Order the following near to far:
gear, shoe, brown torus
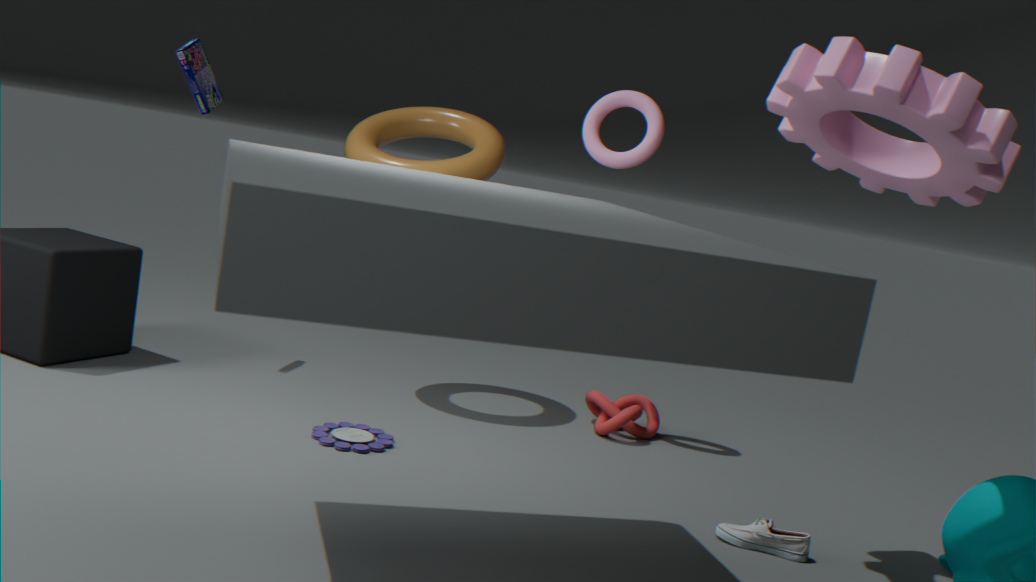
gear
shoe
brown torus
